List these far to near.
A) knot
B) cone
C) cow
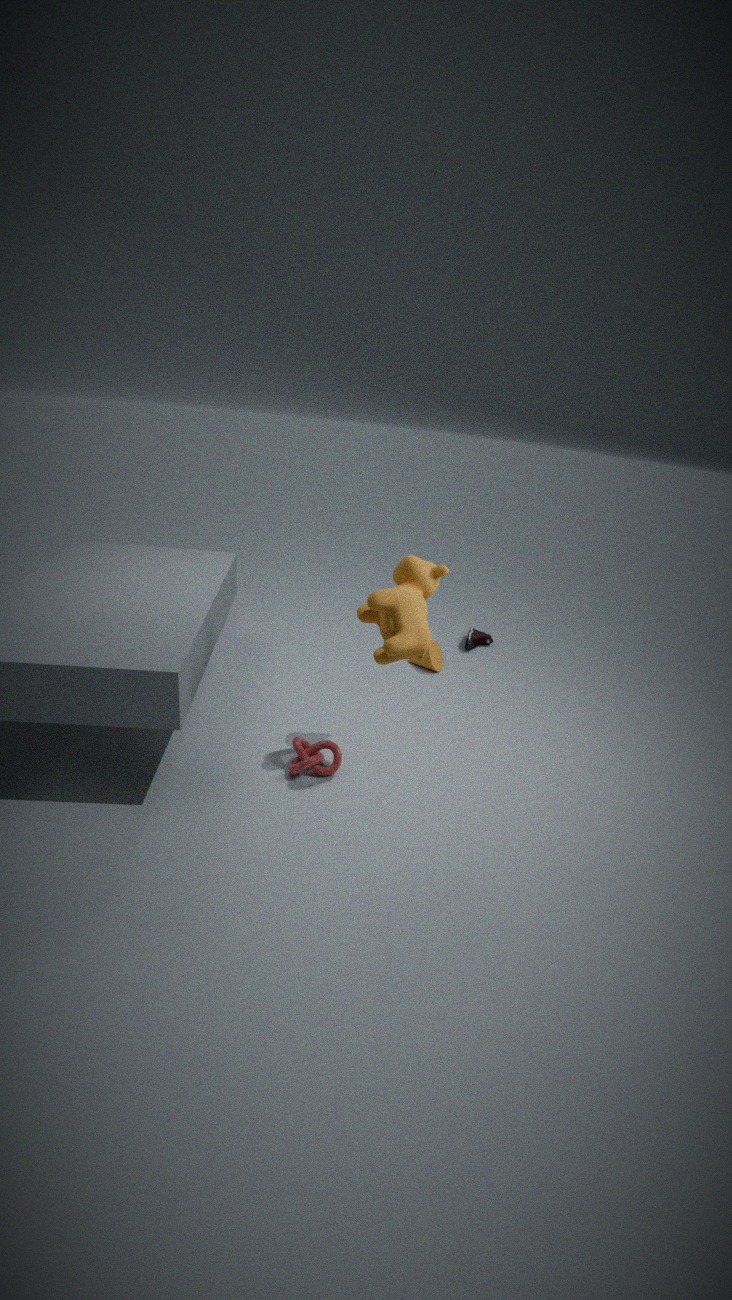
cone < knot < cow
